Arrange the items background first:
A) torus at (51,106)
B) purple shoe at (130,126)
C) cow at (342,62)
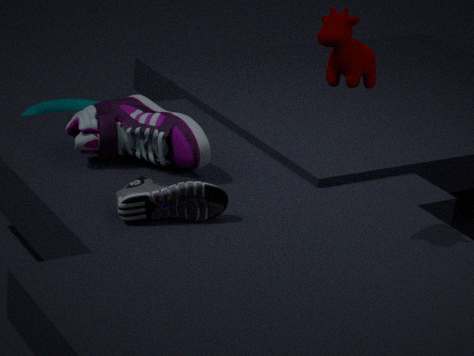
1. torus at (51,106)
2. purple shoe at (130,126)
3. cow at (342,62)
